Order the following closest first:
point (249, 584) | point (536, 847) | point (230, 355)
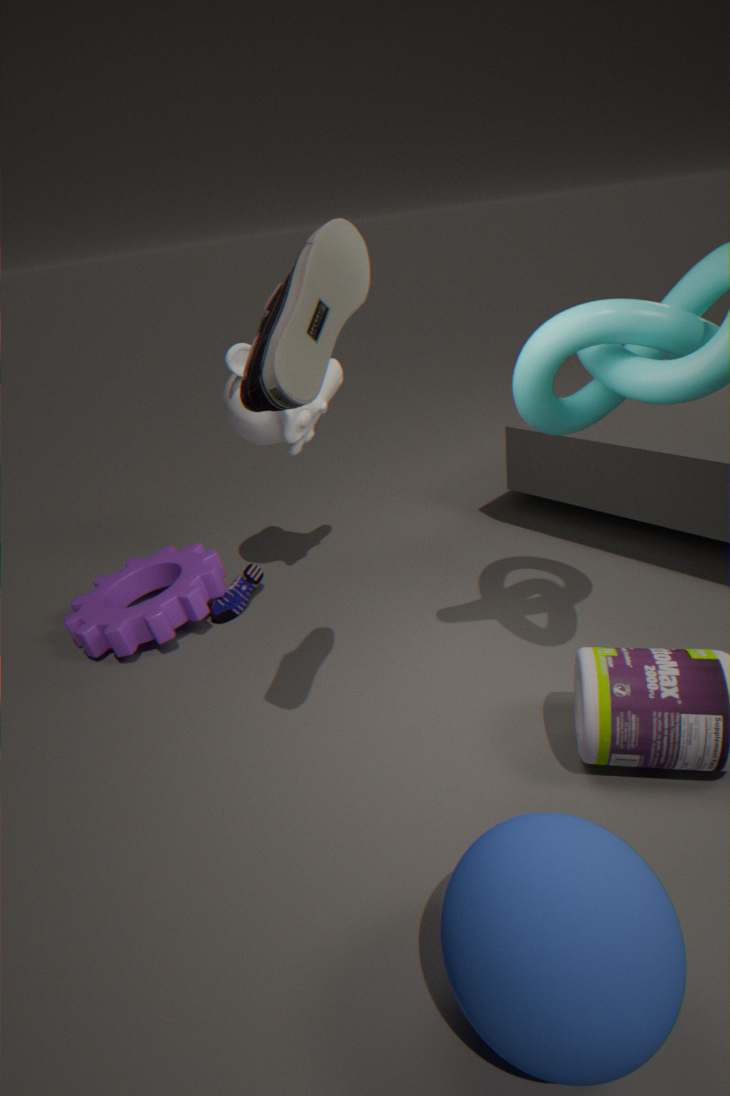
1. point (536, 847)
2. point (230, 355)
3. point (249, 584)
